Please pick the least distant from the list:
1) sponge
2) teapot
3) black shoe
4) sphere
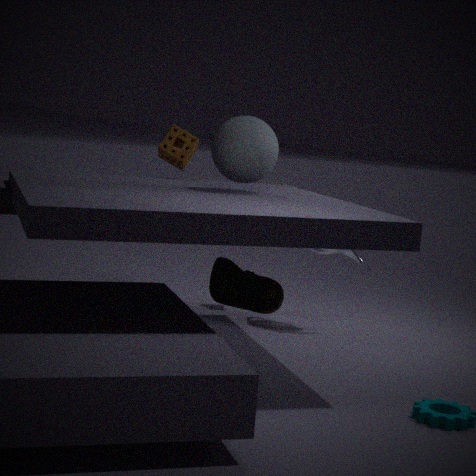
3. black shoe
